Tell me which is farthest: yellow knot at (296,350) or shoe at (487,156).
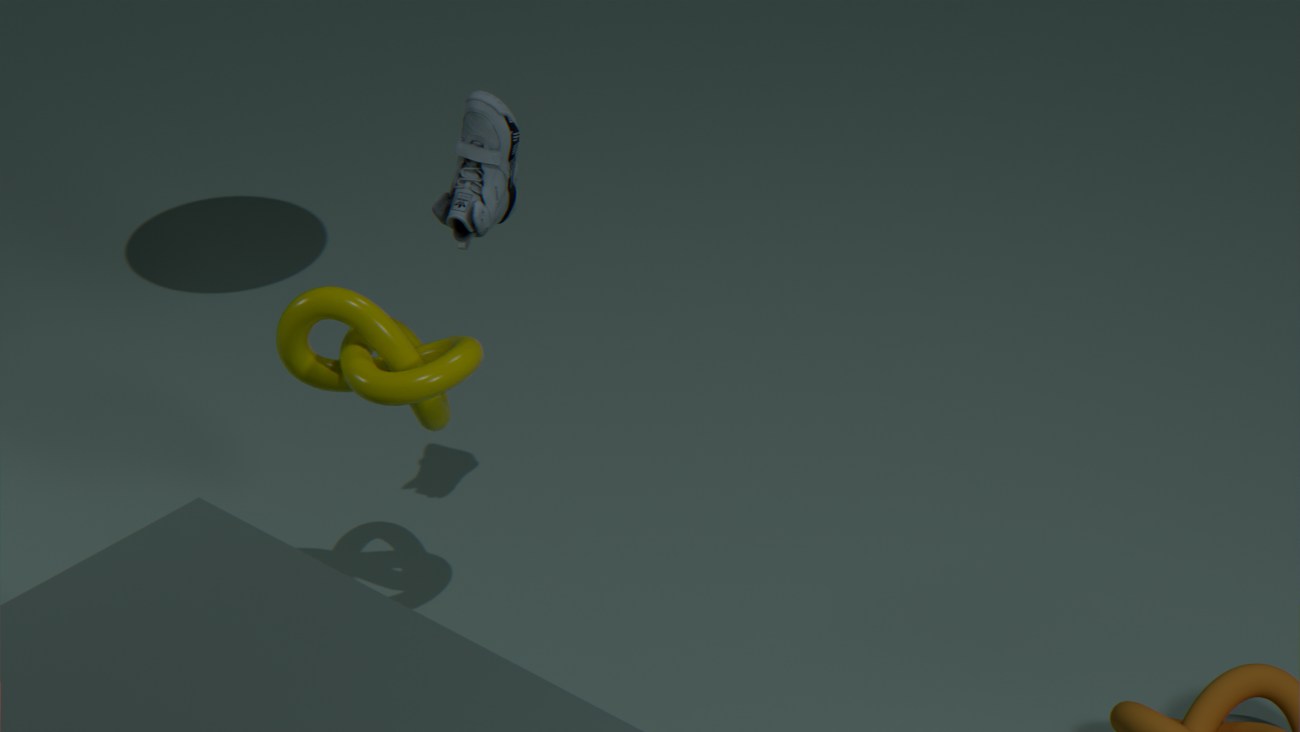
shoe at (487,156)
